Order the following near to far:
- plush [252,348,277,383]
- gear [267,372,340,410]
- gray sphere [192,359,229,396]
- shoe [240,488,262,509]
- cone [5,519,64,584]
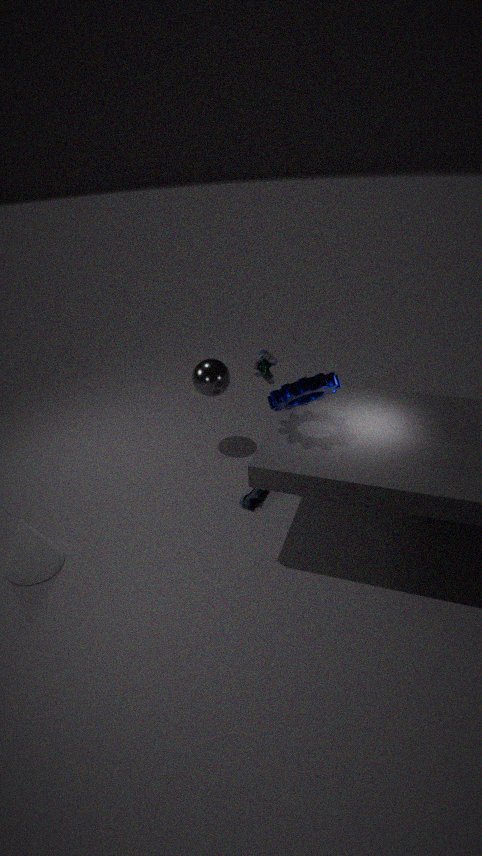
gear [267,372,340,410], cone [5,519,64,584], plush [252,348,277,383], shoe [240,488,262,509], gray sphere [192,359,229,396]
